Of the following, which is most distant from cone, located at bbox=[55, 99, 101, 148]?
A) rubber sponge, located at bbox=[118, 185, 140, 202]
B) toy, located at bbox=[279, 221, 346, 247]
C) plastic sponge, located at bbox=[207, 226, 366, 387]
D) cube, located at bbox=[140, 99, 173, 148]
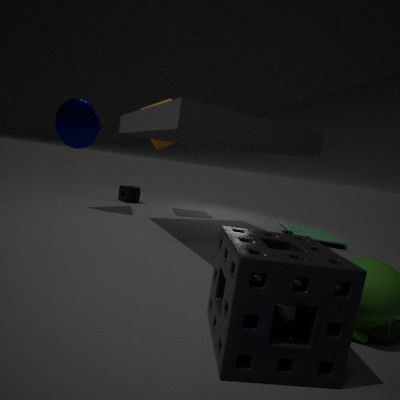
toy, located at bbox=[279, 221, 346, 247]
